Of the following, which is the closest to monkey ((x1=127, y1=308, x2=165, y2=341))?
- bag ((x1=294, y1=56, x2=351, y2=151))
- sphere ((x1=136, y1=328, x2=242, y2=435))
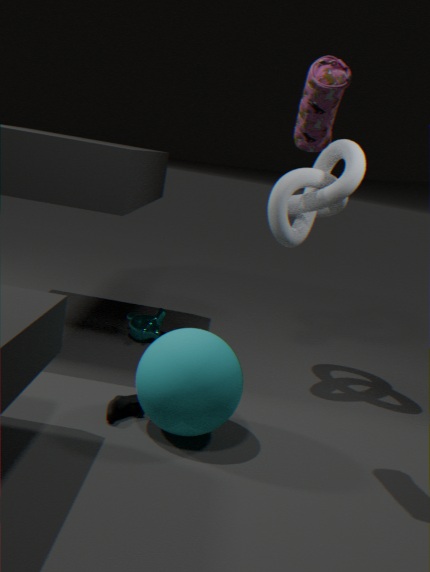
sphere ((x1=136, y1=328, x2=242, y2=435))
